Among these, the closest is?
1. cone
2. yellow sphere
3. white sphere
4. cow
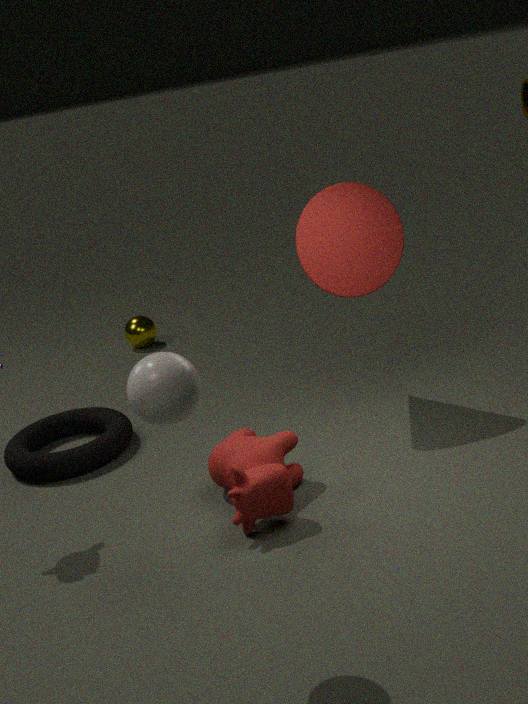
white sphere
